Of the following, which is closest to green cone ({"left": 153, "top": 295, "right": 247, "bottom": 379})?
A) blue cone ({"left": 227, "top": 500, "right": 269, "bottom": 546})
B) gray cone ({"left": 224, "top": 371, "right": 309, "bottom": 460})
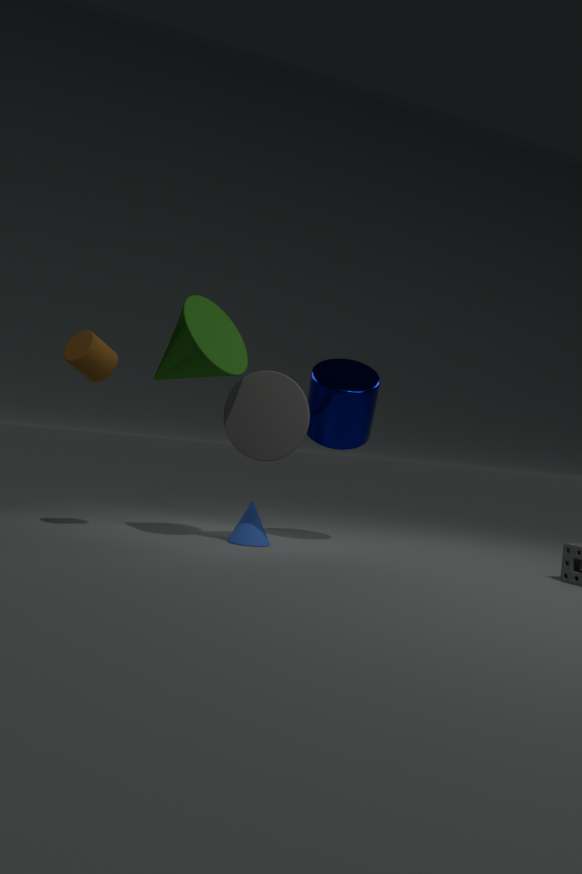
gray cone ({"left": 224, "top": 371, "right": 309, "bottom": 460})
